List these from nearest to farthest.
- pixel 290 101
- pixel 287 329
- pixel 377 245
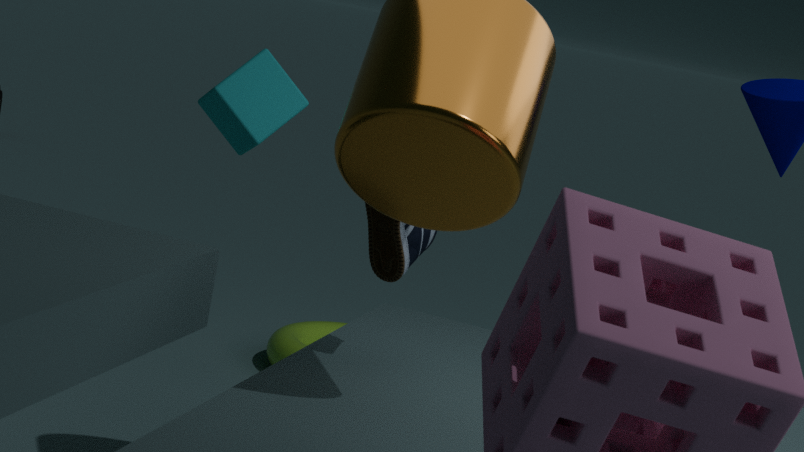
pixel 377 245, pixel 290 101, pixel 287 329
